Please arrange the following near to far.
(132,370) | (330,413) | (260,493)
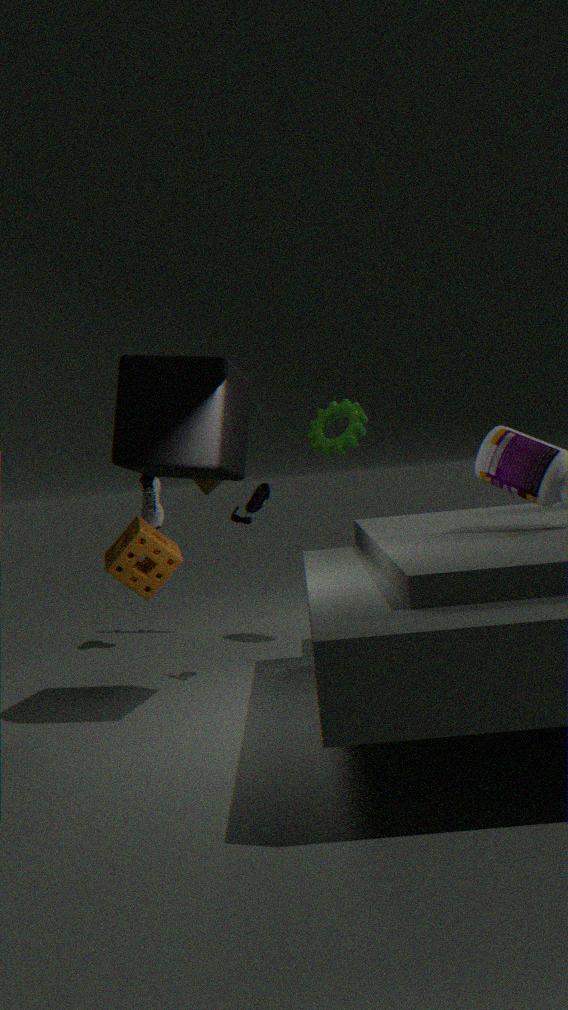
(132,370) → (260,493) → (330,413)
